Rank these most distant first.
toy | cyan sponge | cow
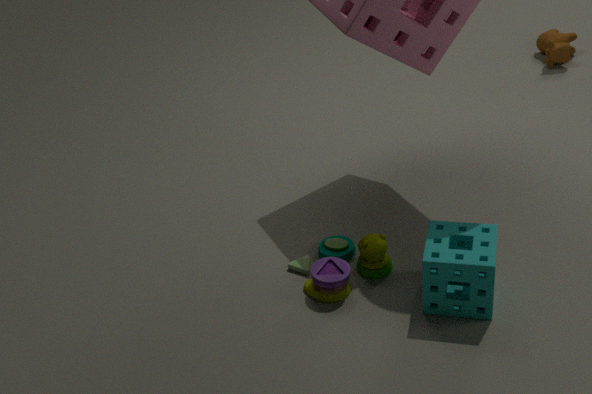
cow
toy
cyan sponge
